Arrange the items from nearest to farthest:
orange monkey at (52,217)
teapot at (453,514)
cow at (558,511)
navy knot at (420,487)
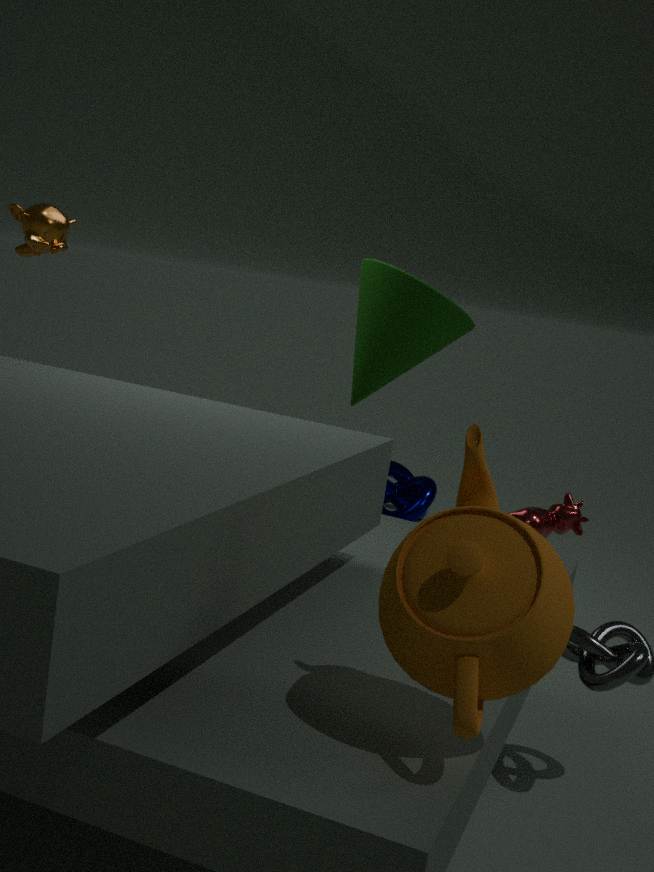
teapot at (453,514), cow at (558,511), orange monkey at (52,217), navy knot at (420,487)
